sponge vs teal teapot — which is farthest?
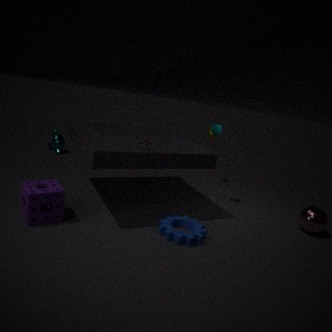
teal teapot
